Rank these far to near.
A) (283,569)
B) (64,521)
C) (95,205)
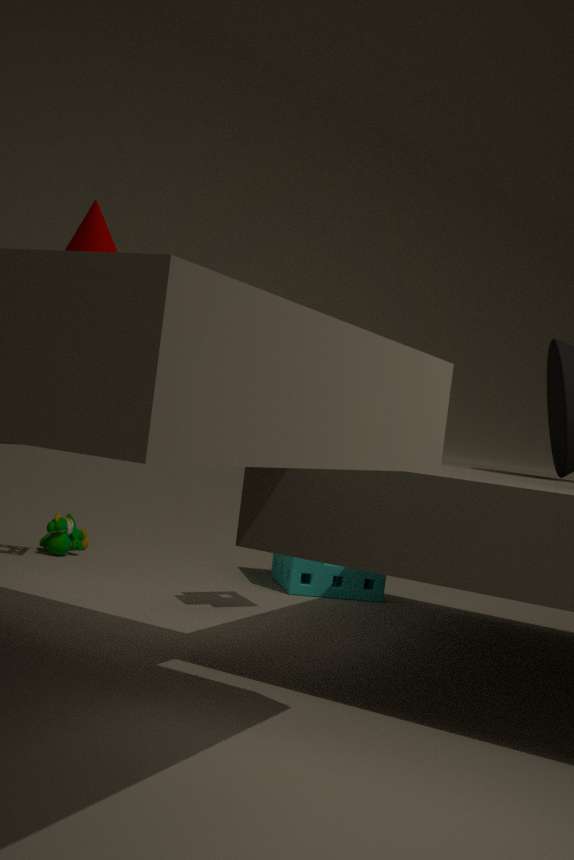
1. (64,521)
2. (283,569)
3. (95,205)
